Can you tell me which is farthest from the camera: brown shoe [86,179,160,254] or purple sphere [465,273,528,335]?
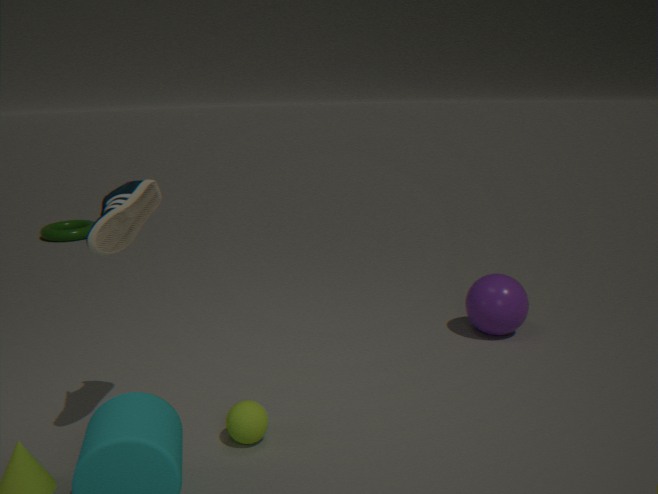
purple sphere [465,273,528,335]
